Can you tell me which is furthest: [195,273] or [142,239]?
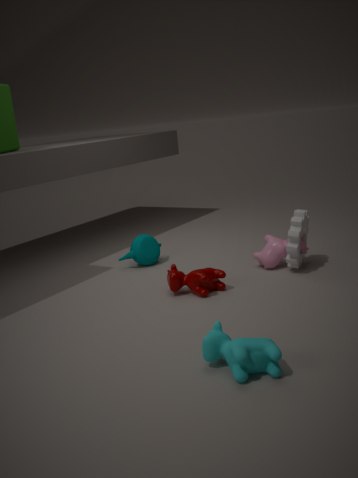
[142,239]
